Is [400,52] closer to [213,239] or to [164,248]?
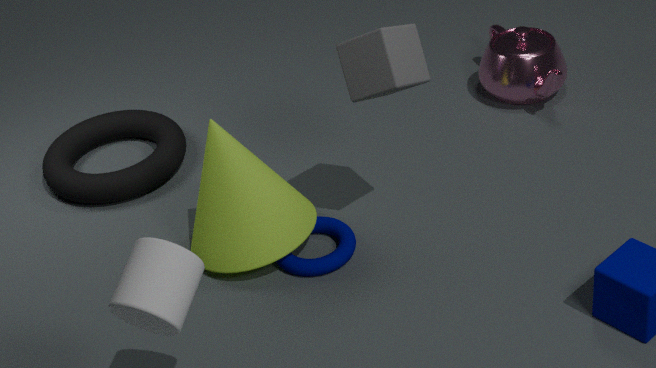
[213,239]
